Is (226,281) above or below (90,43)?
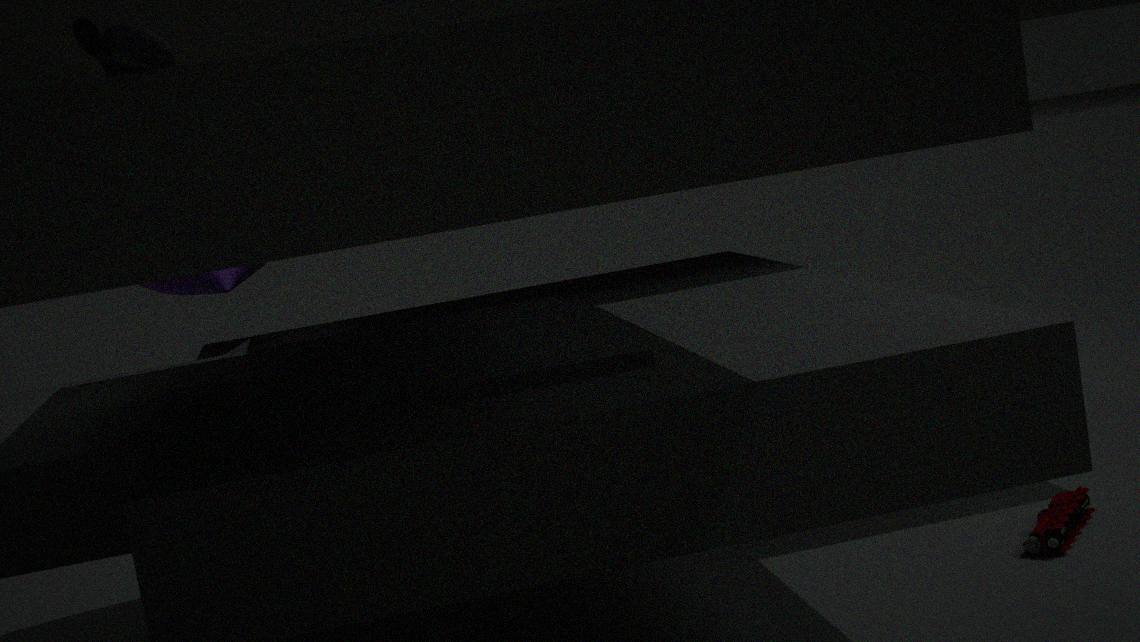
below
